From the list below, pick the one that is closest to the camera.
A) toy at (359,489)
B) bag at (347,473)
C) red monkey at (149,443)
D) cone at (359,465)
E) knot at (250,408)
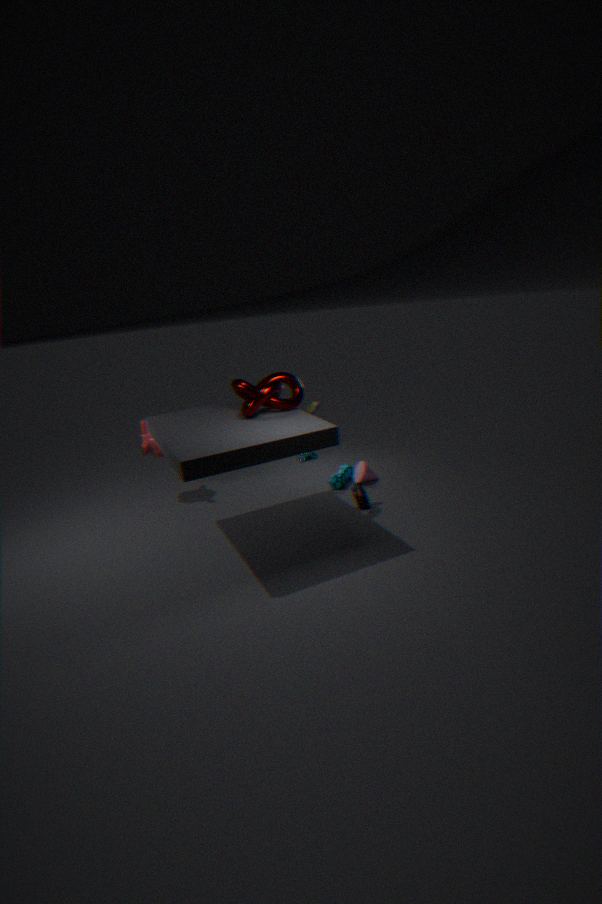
knot at (250,408)
